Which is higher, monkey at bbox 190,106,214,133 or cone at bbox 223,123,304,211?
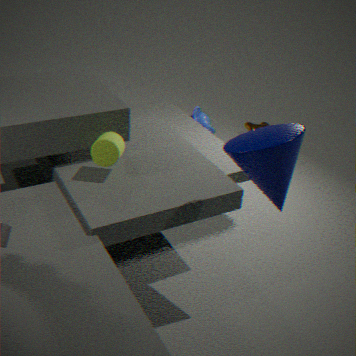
cone at bbox 223,123,304,211
